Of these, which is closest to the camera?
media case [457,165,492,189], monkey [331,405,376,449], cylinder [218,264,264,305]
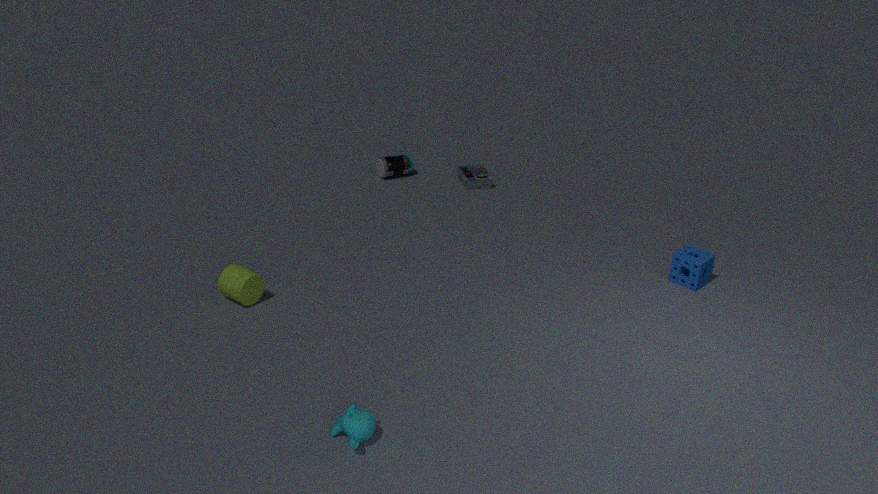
monkey [331,405,376,449]
